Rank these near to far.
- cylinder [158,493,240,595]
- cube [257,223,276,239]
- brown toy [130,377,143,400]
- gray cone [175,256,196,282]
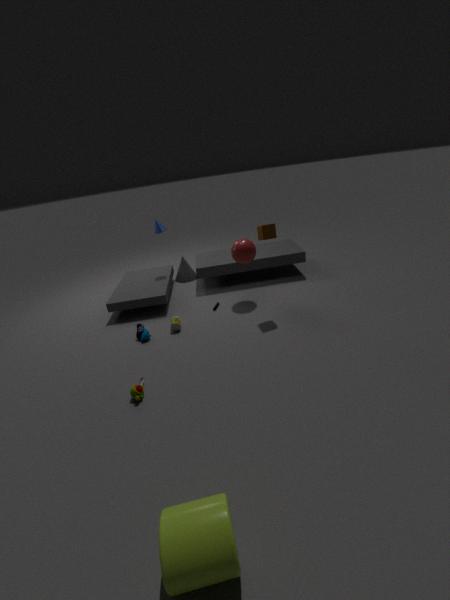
cylinder [158,493,240,595]
brown toy [130,377,143,400]
cube [257,223,276,239]
gray cone [175,256,196,282]
